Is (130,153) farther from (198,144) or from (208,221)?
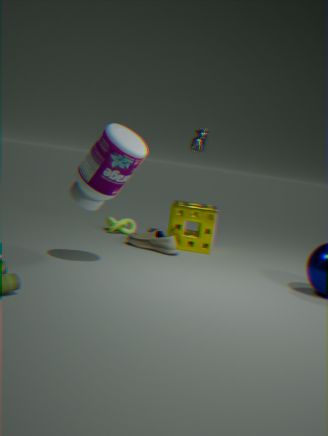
(198,144)
